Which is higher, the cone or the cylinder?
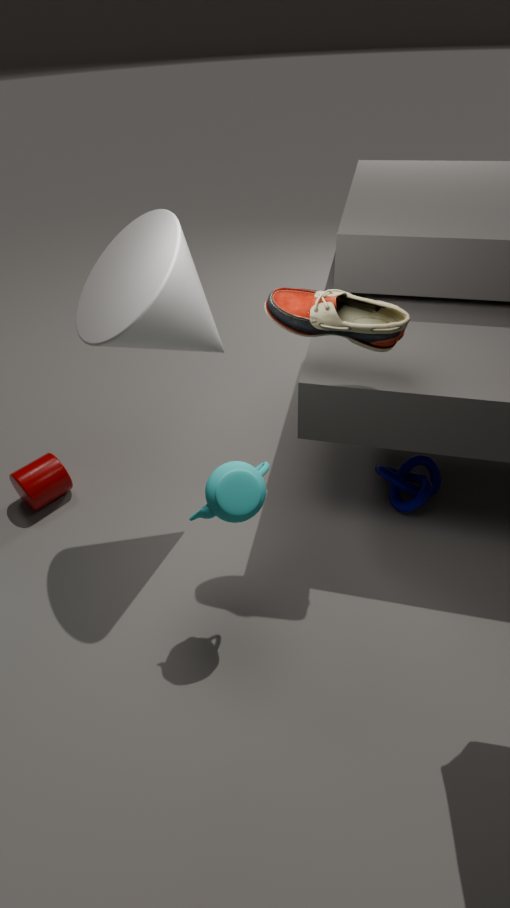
the cone
